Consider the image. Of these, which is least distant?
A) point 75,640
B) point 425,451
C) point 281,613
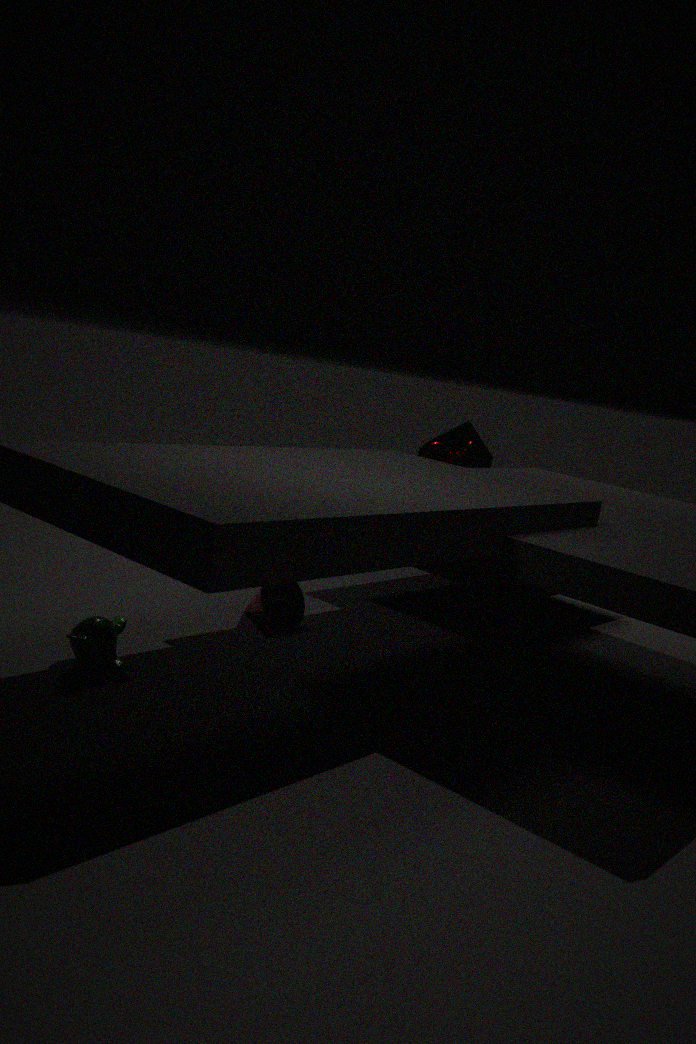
A. point 75,640
